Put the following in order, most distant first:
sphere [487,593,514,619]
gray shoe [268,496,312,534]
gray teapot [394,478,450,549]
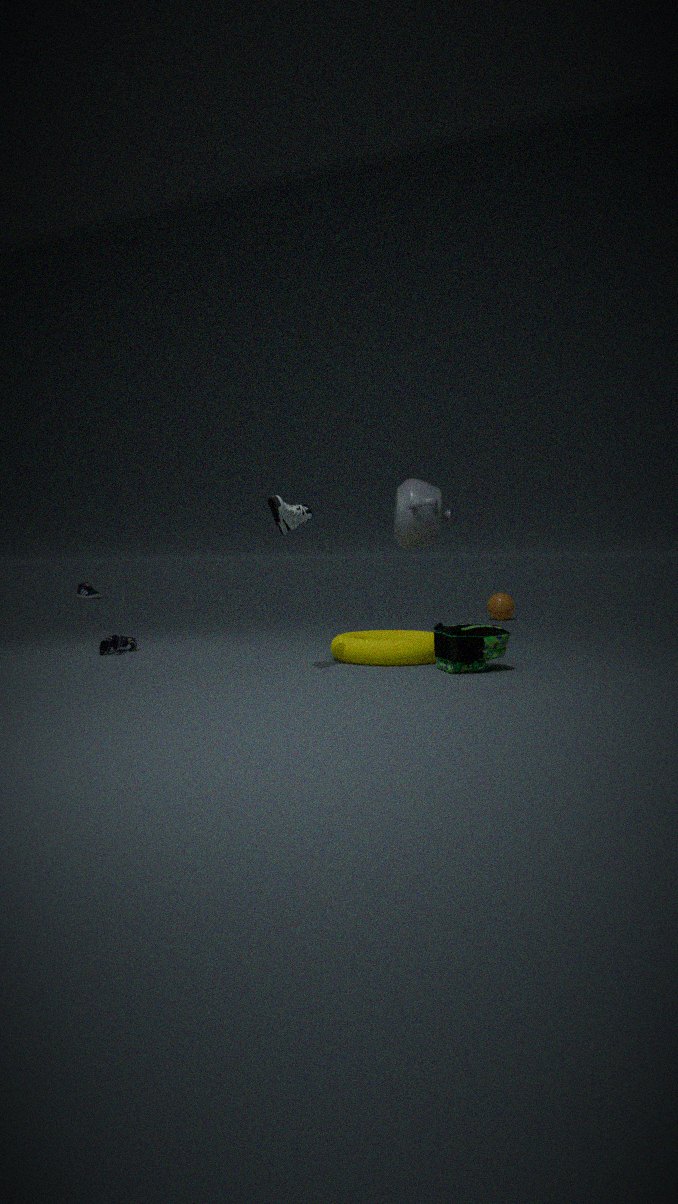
sphere [487,593,514,619] → gray teapot [394,478,450,549] → gray shoe [268,496,312,534]
